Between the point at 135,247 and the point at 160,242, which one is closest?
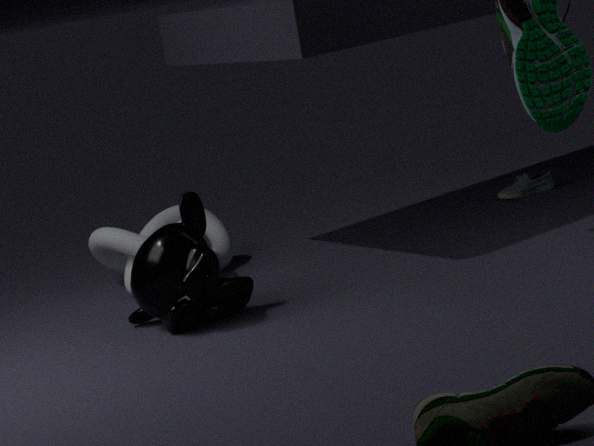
the point at 160,242
